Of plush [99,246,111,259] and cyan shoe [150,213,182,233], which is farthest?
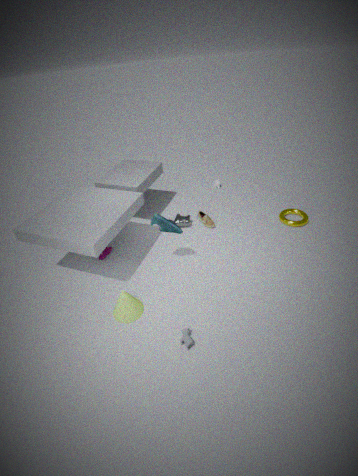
plush [99,246,111,259]
